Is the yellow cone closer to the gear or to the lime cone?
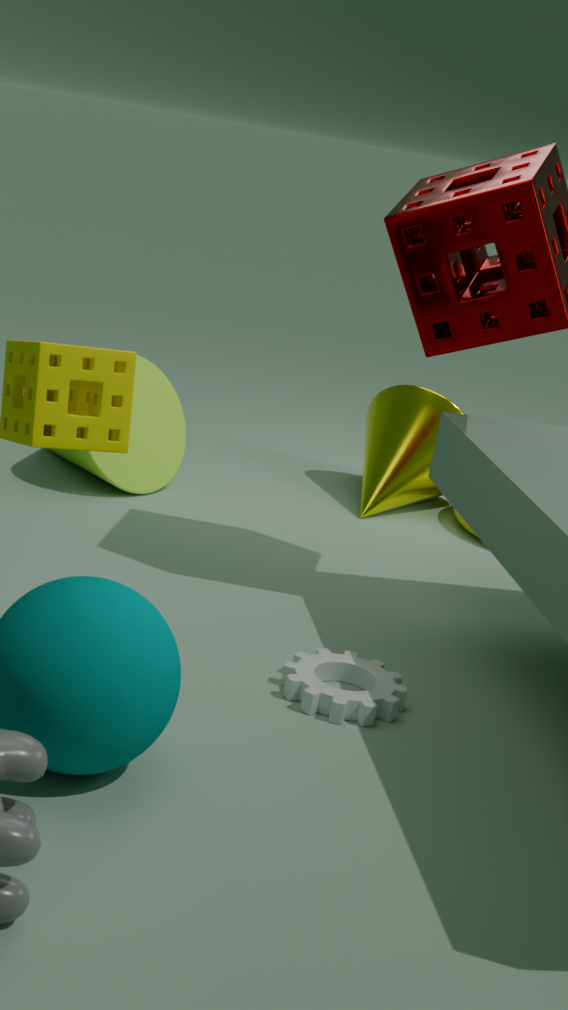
the lime cone
